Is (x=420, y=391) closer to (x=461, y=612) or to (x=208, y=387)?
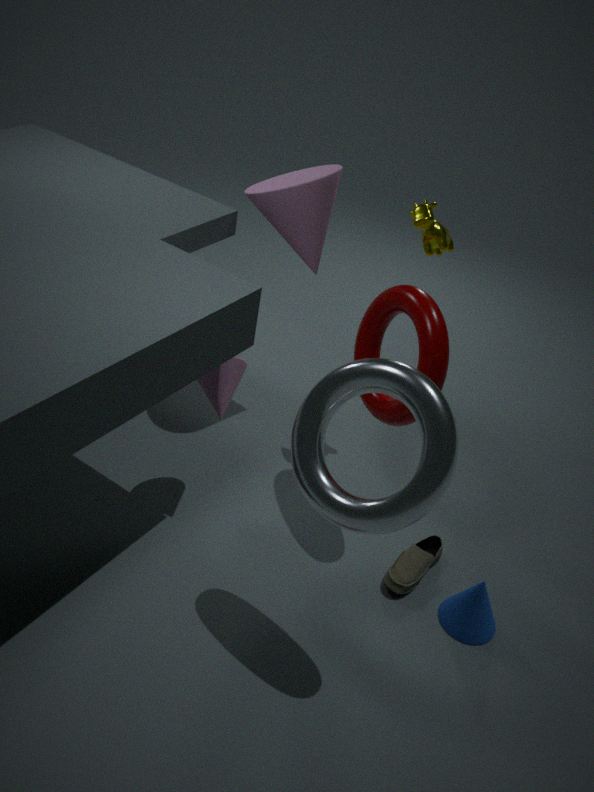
(x=208, y=387)
